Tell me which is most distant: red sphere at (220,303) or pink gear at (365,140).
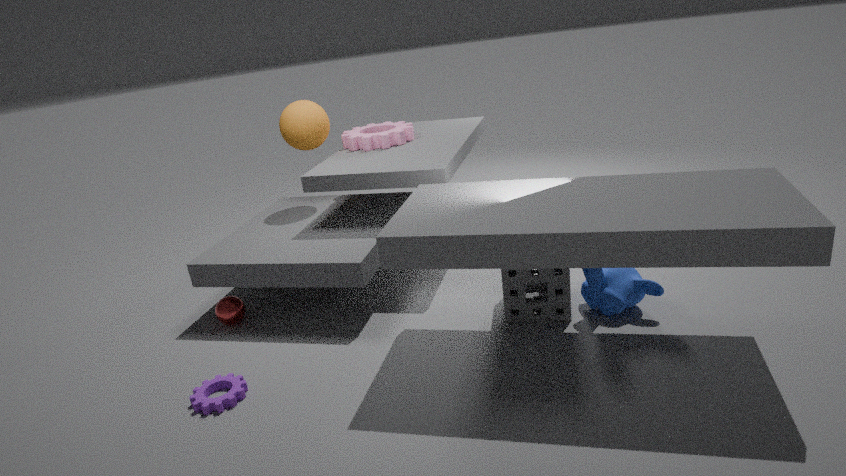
pink gear at (365,140)
